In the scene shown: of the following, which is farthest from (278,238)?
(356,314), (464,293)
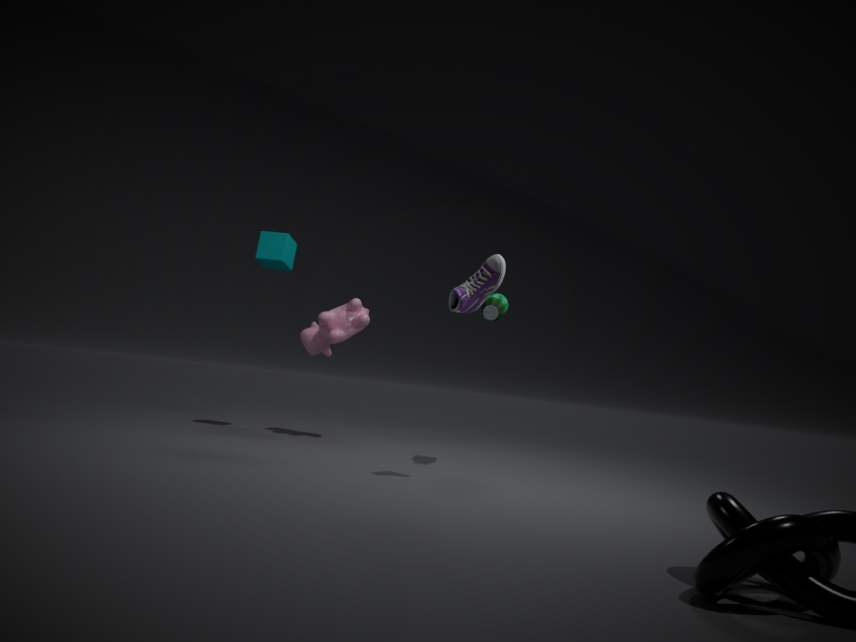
(464,293)
